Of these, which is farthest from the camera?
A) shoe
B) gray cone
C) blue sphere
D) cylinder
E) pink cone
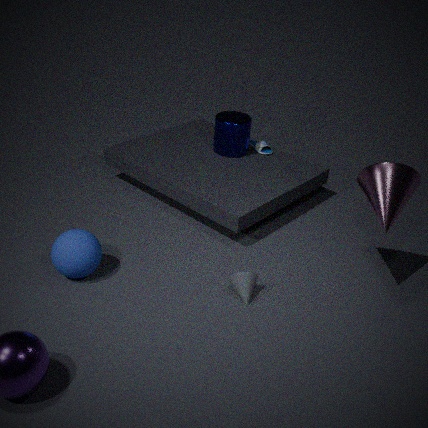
shoe
